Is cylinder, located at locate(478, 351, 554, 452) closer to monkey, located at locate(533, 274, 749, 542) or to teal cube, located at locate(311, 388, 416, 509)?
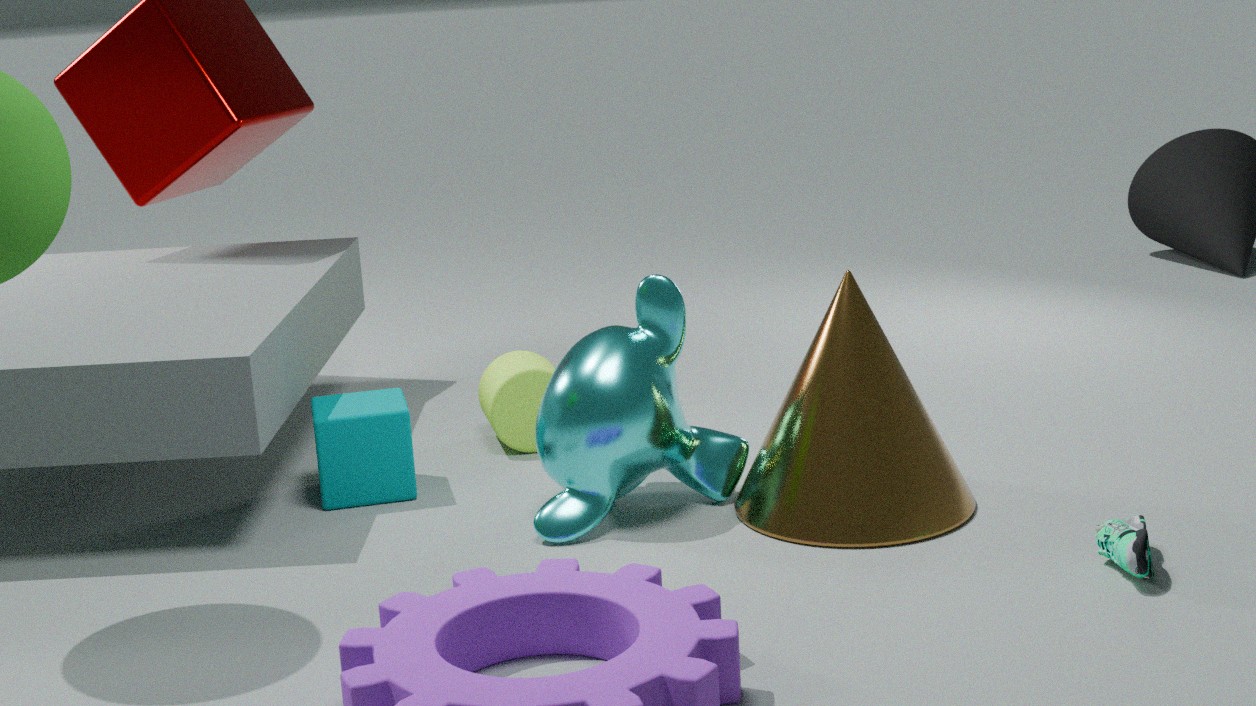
teal cube, located at locate(311, 388, 416, 509)
